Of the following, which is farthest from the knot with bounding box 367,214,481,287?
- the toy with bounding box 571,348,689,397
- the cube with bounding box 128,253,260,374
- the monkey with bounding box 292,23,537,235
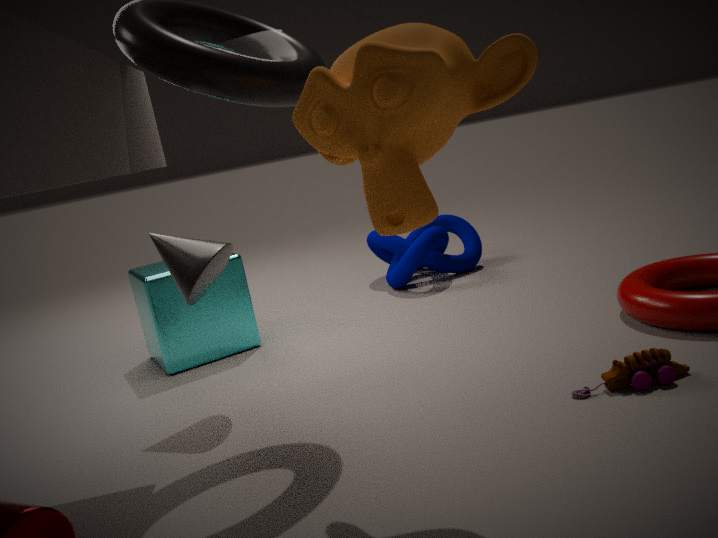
the monkey with bounding box 292,23,537,235
